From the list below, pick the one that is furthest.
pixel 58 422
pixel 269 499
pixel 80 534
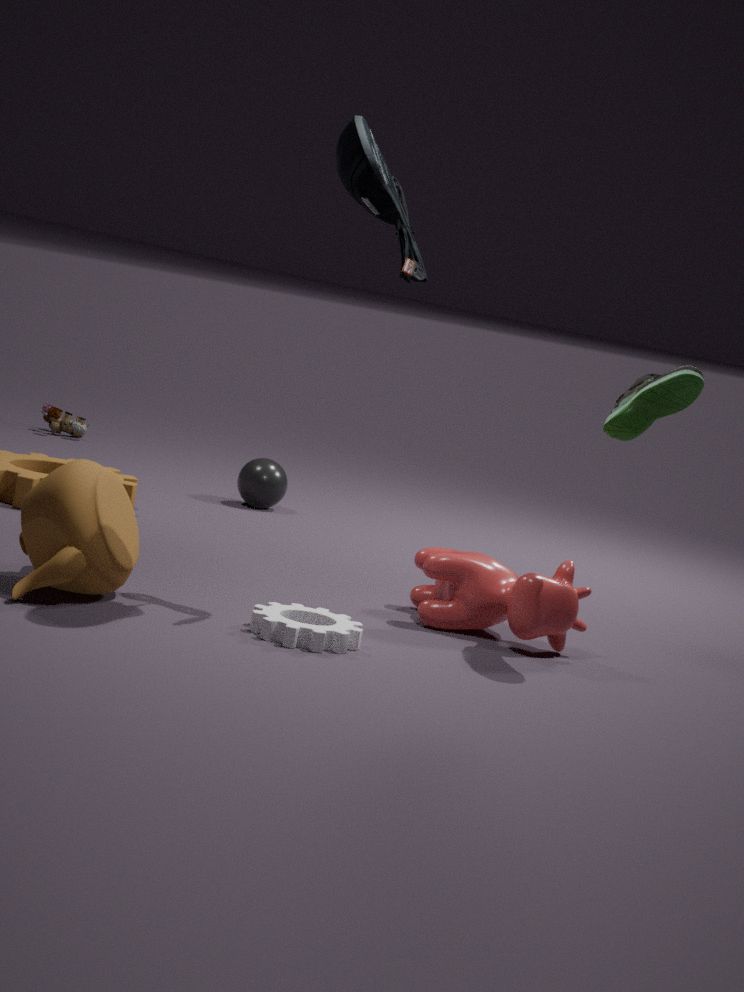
pixel 58 422
